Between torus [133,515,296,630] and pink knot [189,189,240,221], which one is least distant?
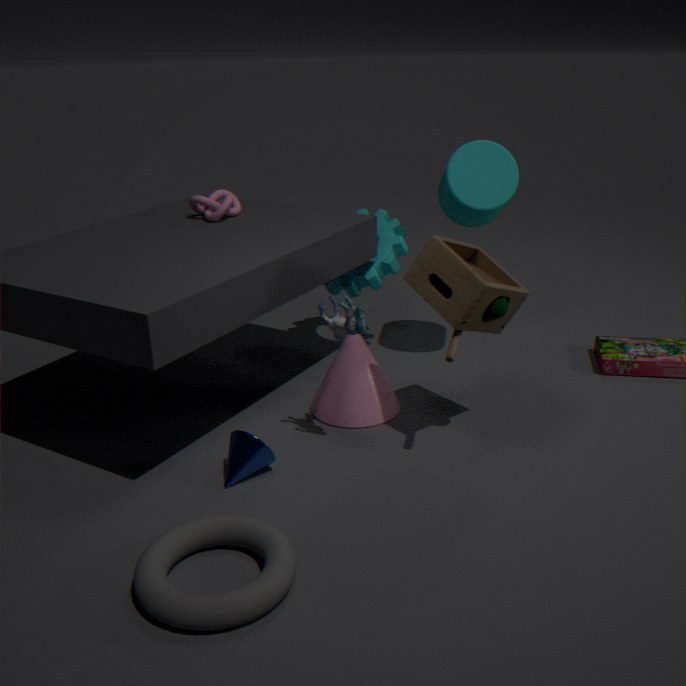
torus [133,515,296,630]
